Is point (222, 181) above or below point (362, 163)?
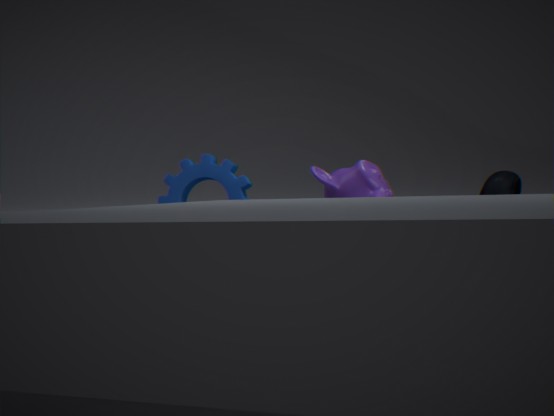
below
